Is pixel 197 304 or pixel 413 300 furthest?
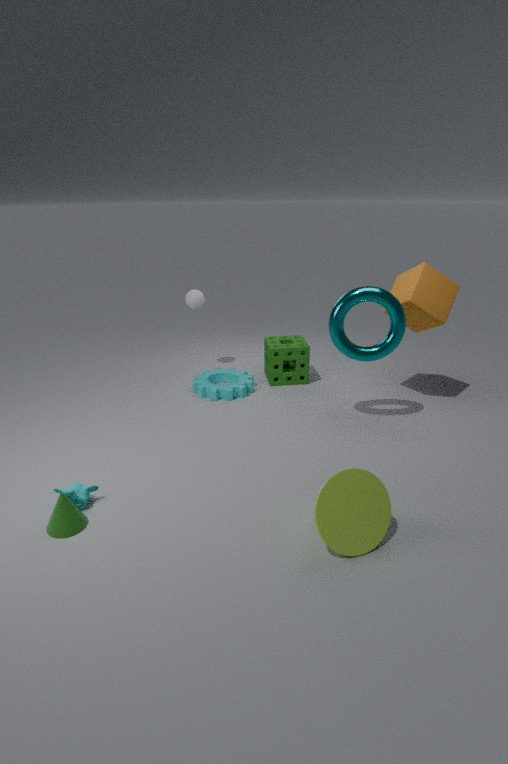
pixel 197 304
